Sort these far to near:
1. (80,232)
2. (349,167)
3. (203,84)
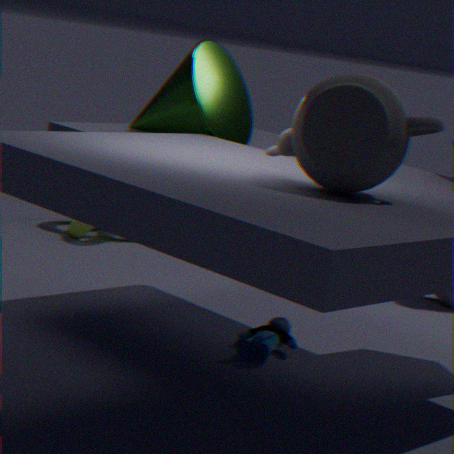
1. (80,232)
2. (203,84)
3. (349,167)
